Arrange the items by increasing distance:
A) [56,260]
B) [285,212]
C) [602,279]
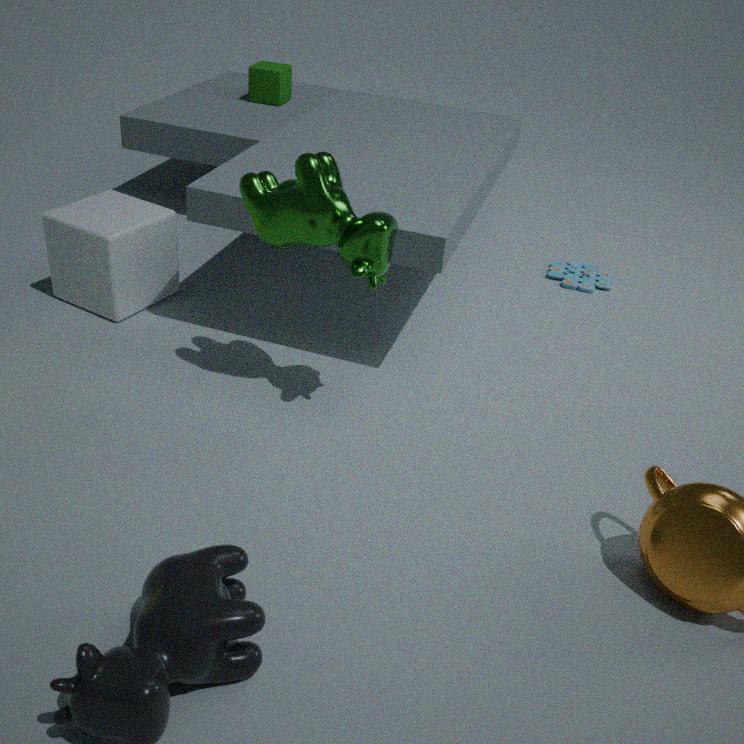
1. [285,212]
2. [56,260]
3. [602,279]
